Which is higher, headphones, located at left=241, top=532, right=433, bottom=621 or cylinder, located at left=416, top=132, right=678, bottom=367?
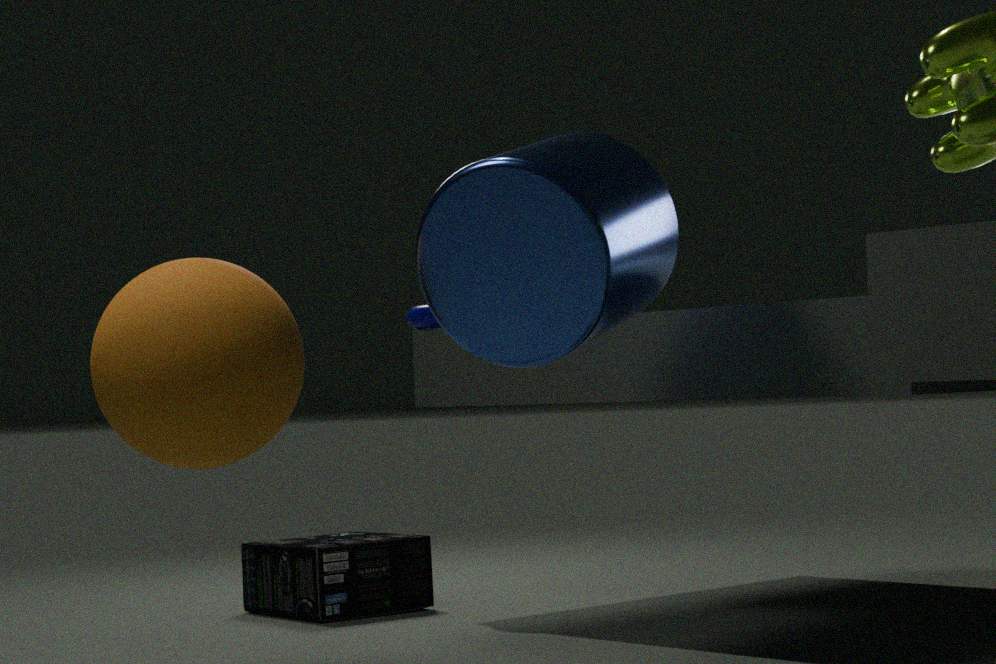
cylinder, located at left=416, top=132, right=678, bottom=367
